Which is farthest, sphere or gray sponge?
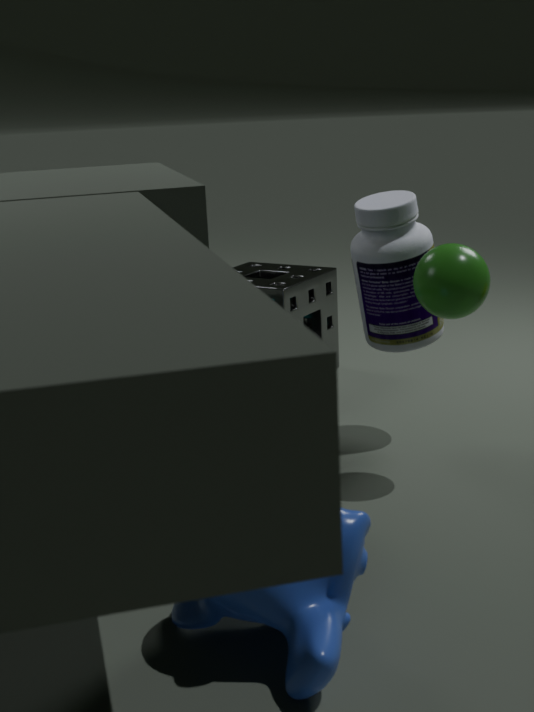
gray sponge
